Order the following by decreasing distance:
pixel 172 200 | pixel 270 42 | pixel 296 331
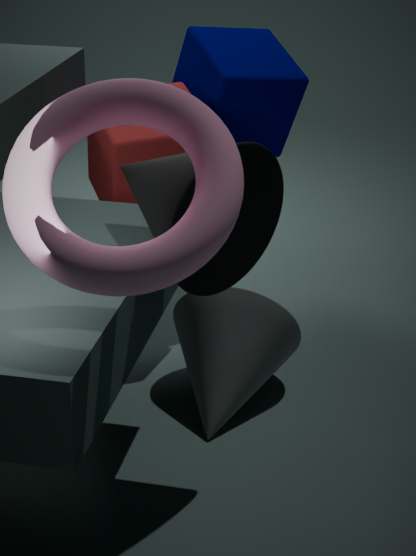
pixel 270 42, pixel 296 331, pixel 172 200
